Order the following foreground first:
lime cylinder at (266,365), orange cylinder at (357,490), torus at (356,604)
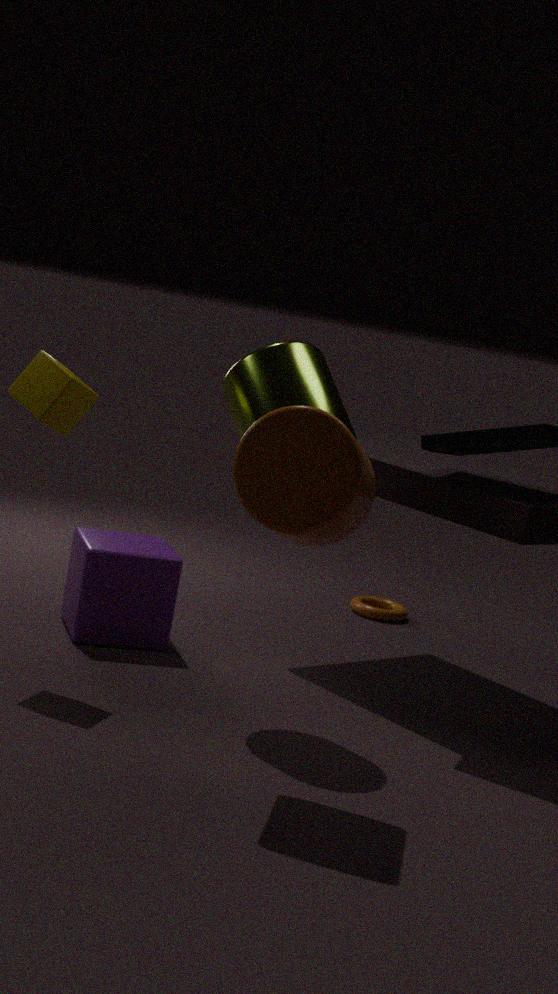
orange cylinder at (357,490)
lime cylinder at (266,365)
torus at (356,604)
